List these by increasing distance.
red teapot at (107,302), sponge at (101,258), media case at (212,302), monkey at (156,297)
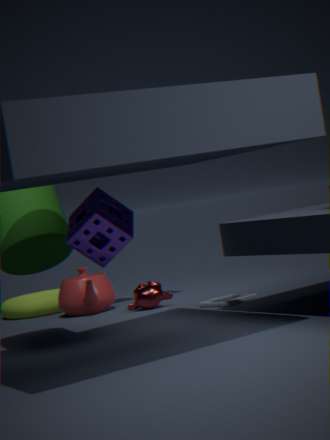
1. sponge at (101,258)
2. media case at (212,302)
3. monkey at (156,297)
4. red teapot at (107,302)
